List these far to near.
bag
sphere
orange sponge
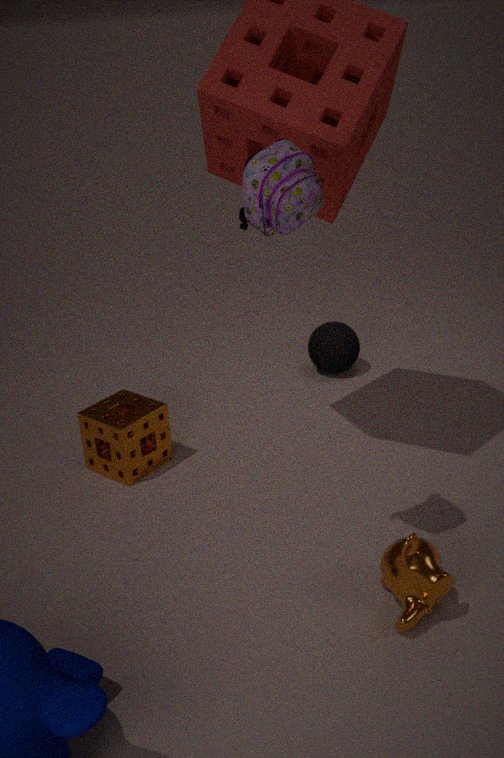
sphere
orange sponge
bag
